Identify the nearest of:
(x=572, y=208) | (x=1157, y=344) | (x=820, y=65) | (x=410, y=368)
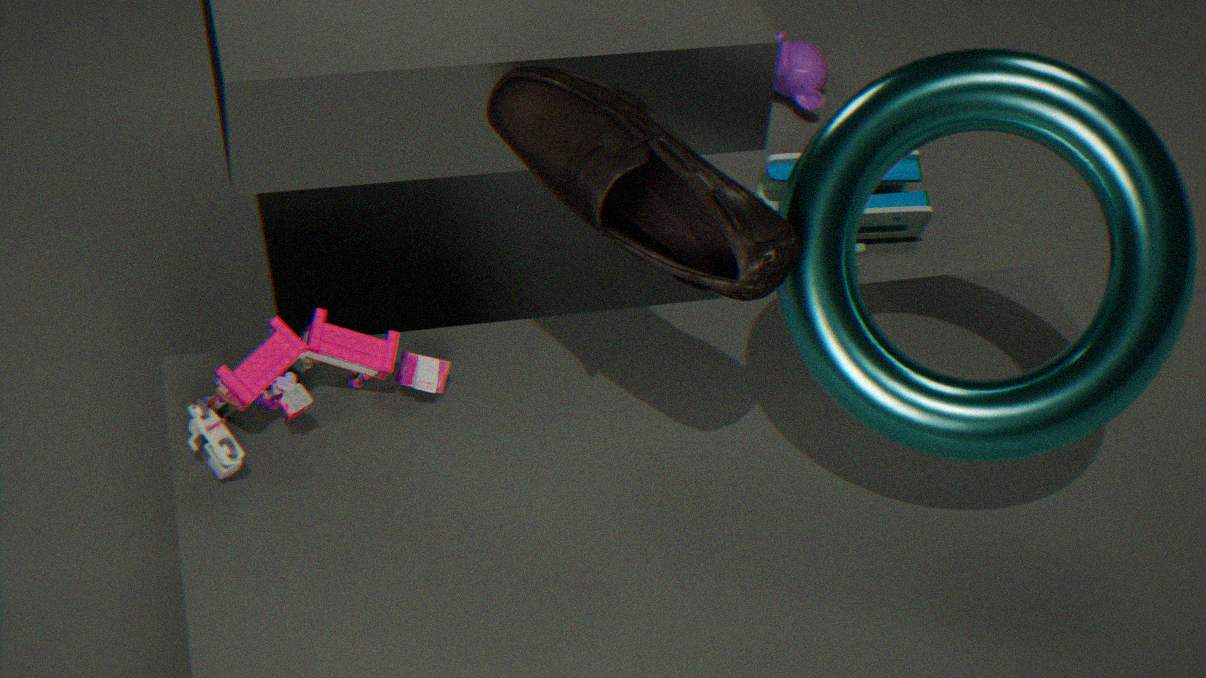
(x=1157, y=344)
